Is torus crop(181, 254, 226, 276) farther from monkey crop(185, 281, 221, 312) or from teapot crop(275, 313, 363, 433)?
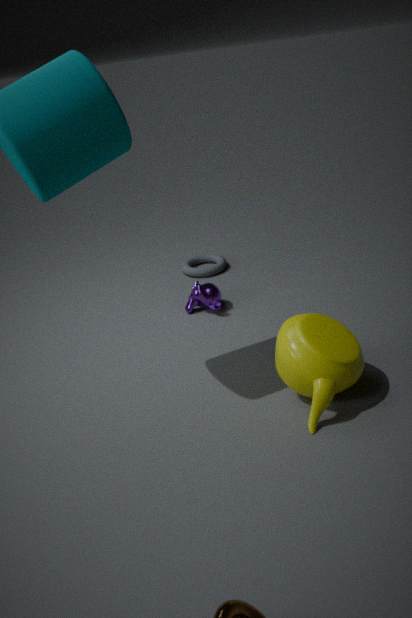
teapot crop(275, 313, 363, 433)
